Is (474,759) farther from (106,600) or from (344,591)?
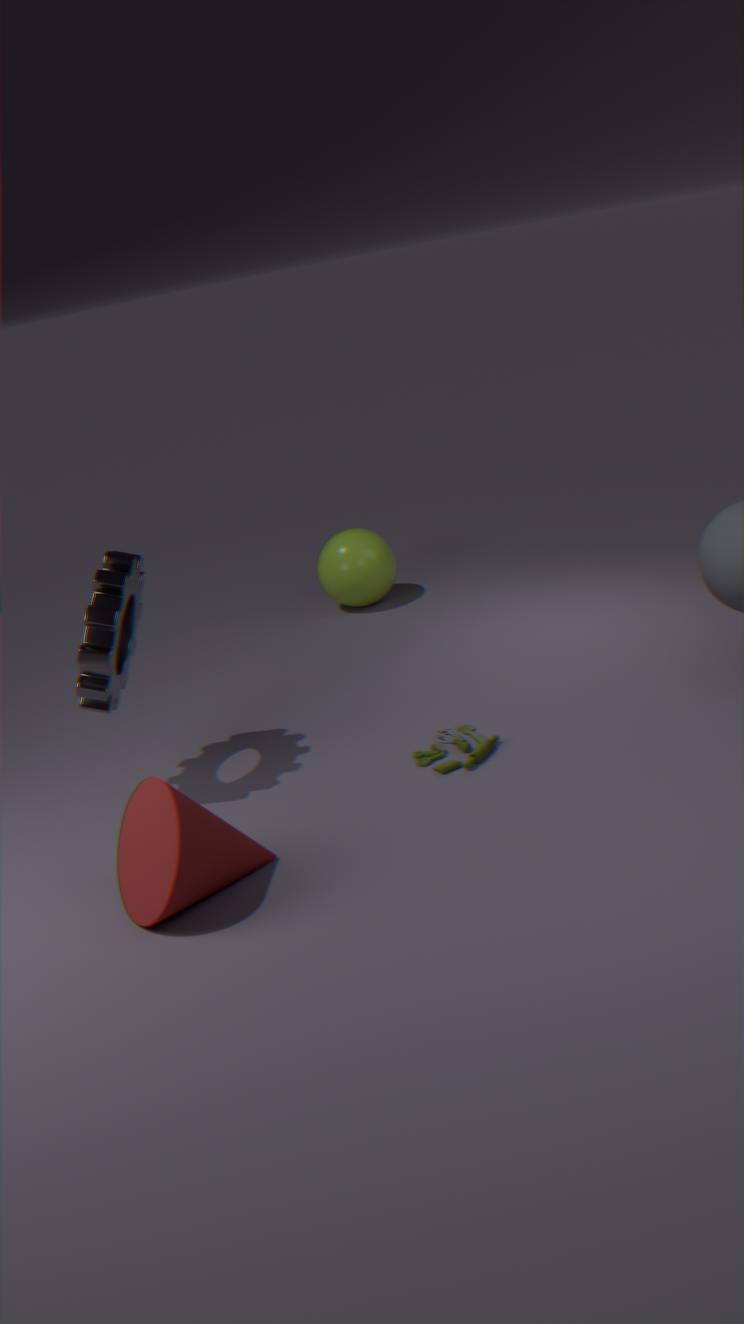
(344,591)
